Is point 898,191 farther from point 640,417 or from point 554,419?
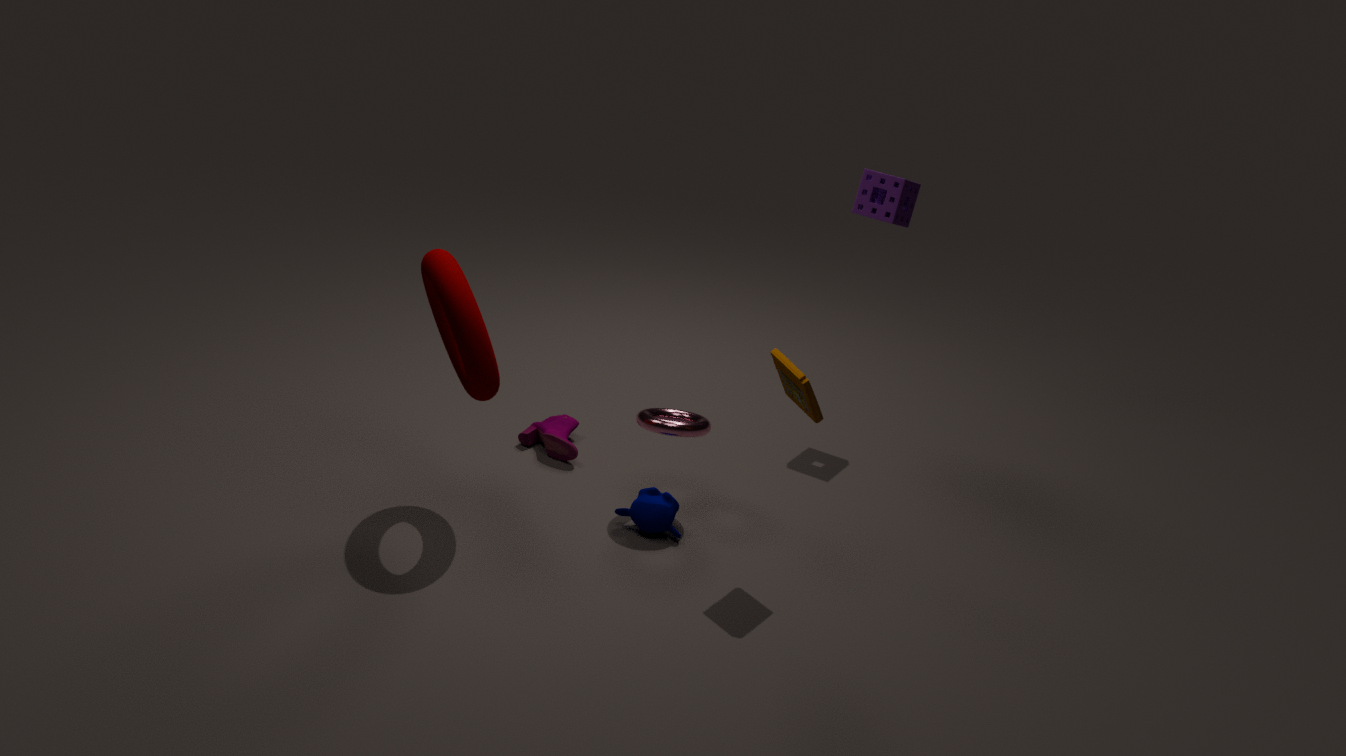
point 554,419
